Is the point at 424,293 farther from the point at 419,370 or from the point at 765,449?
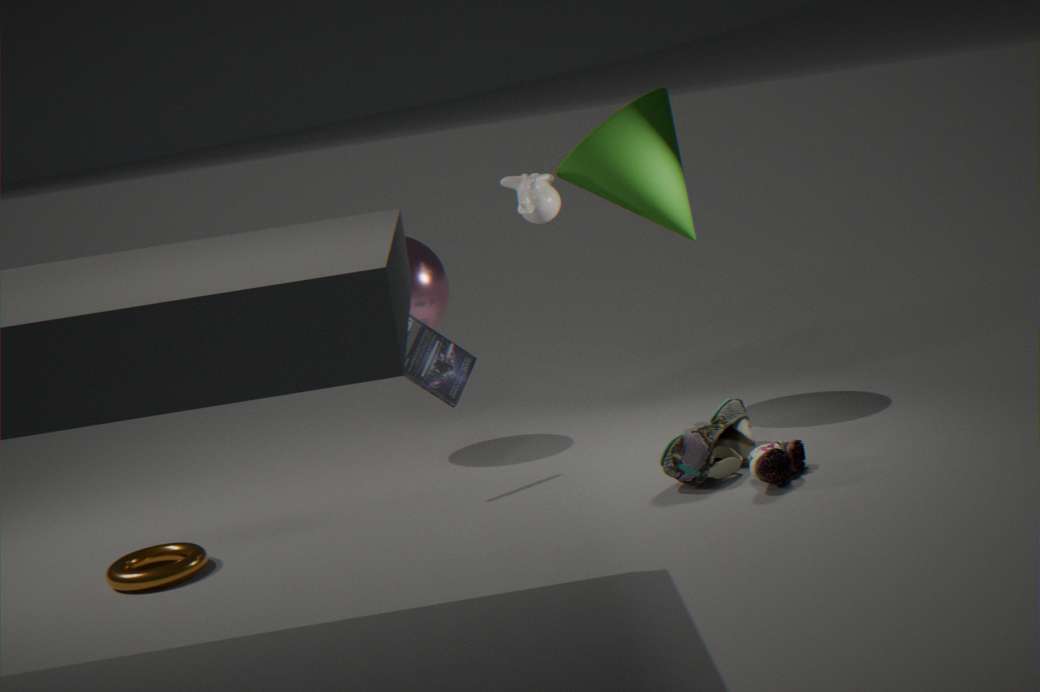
the point at 765,449
